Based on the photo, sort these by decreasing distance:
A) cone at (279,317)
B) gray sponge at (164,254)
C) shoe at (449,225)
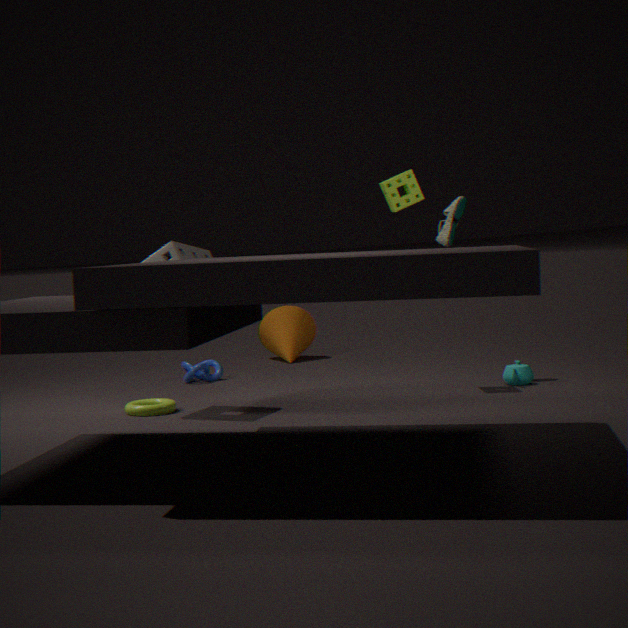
cone at (279,317), shoe at (449,225), gray sponge at (164,254)
